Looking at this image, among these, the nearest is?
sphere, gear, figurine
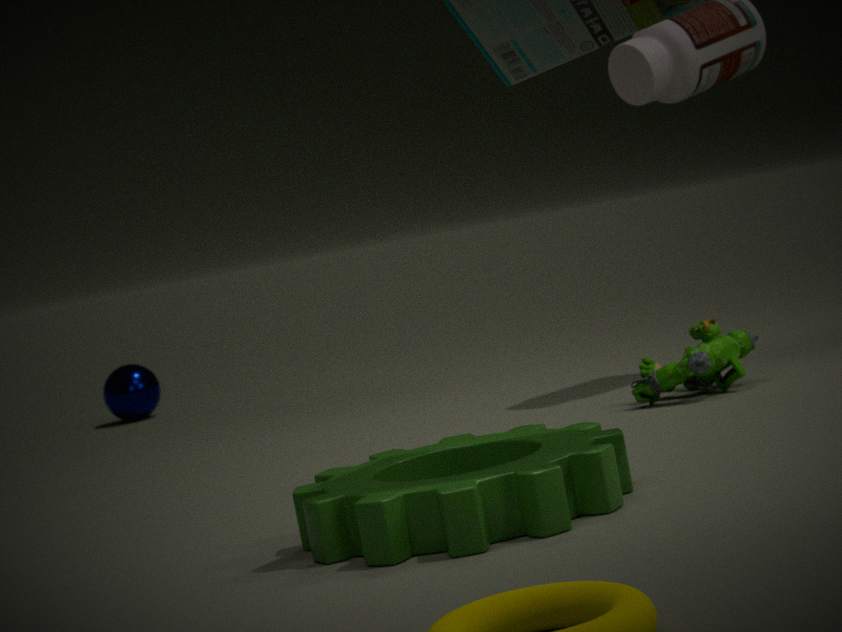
gear
